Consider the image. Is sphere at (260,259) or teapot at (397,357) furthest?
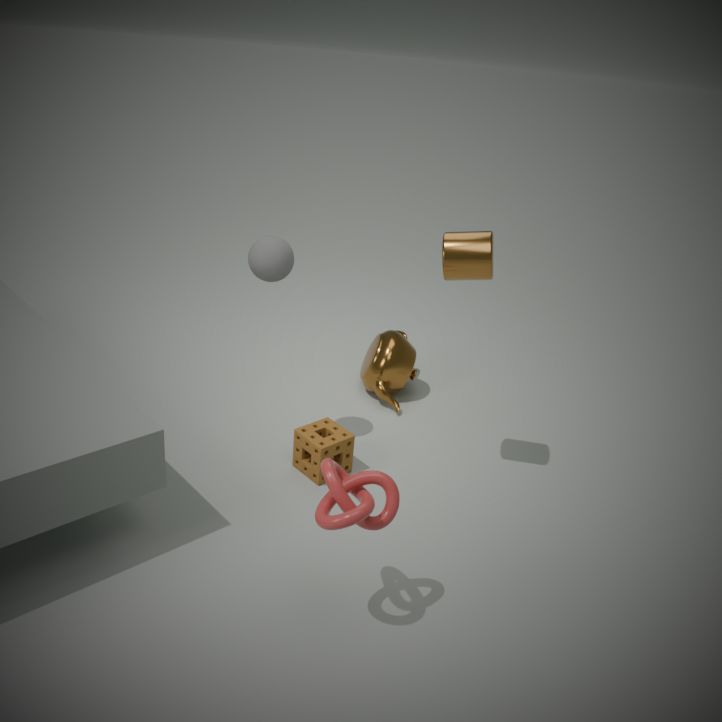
teapot at (397,357)
